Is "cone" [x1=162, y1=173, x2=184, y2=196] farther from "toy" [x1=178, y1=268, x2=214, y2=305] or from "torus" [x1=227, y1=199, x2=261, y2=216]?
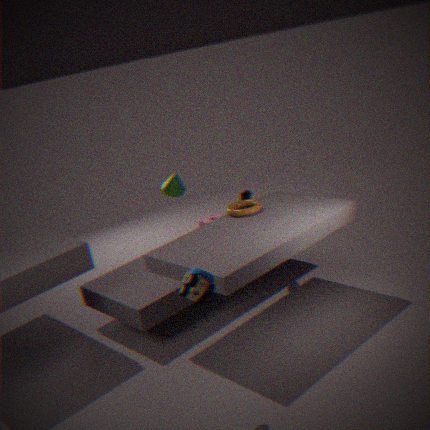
"toy" [x1=178, y1=268, x2=214, y2=305]
